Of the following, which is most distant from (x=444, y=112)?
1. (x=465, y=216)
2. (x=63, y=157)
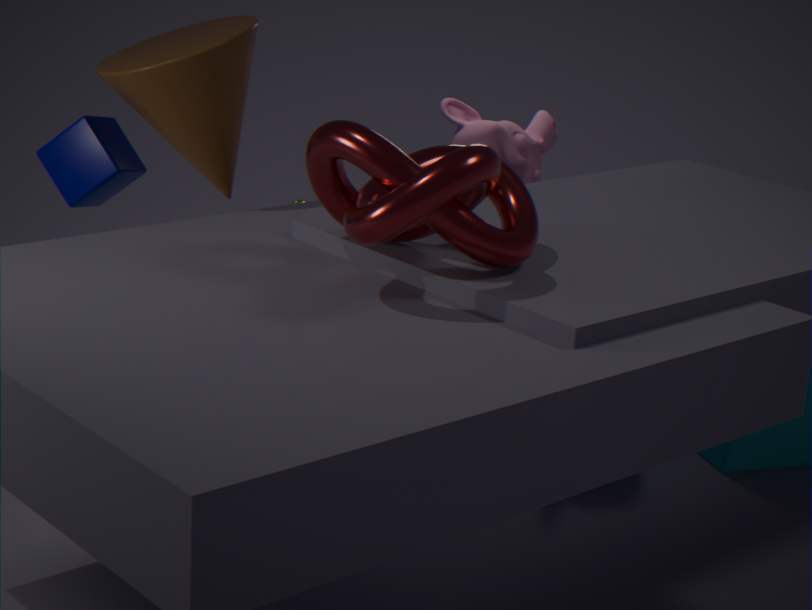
(x=465, y=216)
